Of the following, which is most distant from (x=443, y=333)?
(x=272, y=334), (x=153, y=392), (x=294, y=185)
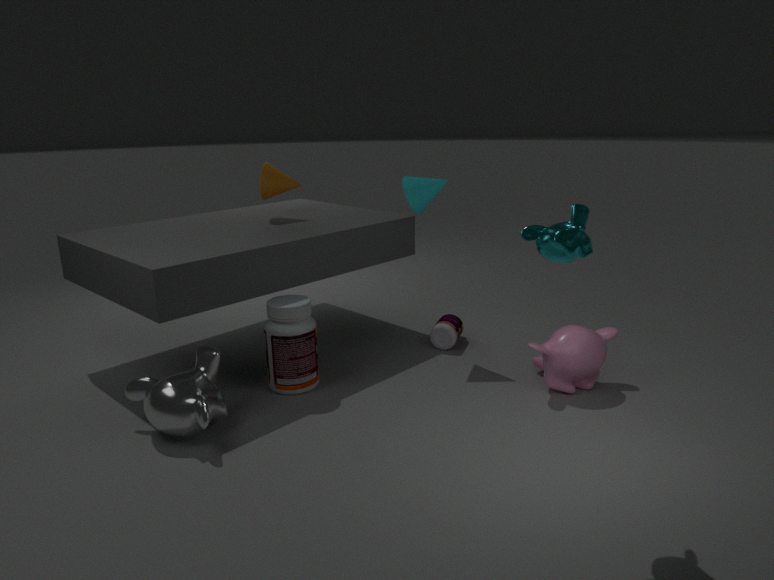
(x=153, y=392)
